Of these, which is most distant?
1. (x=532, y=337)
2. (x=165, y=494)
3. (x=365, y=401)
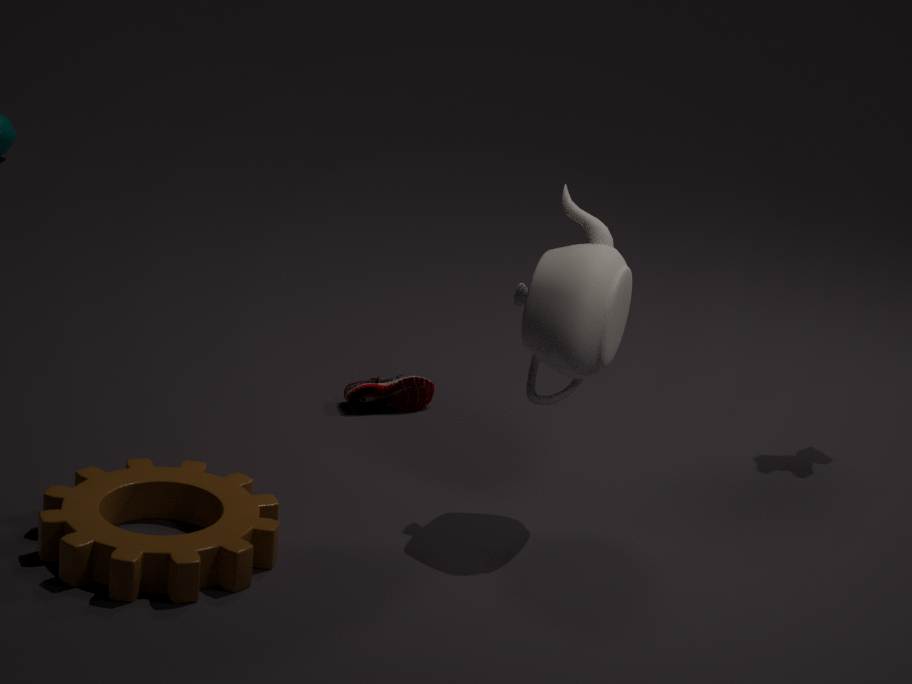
(x=365, y=401)
